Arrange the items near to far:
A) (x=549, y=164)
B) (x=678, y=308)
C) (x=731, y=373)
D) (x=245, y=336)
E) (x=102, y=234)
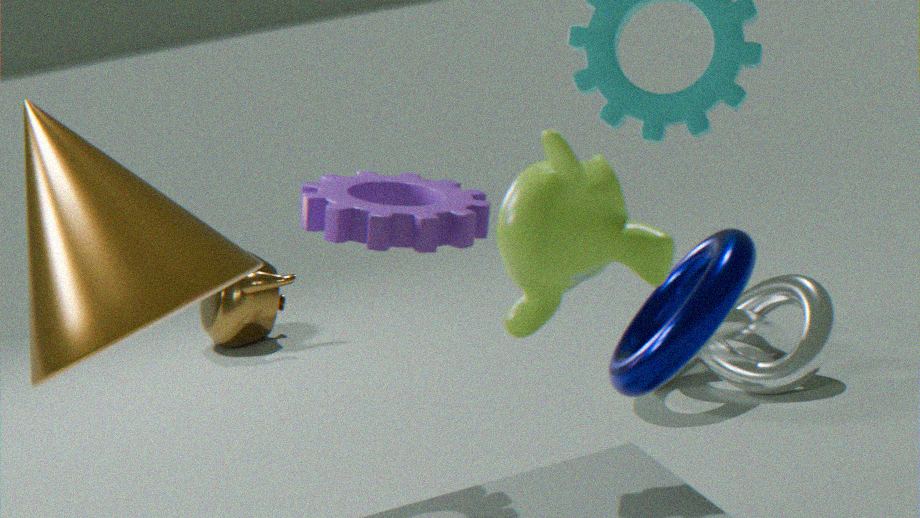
1. (x=549, y=164)
2. (x=678, y=308)
3. (x=102, y=234)
4. (x=731, y=373)
5. (x=245, y=336)
